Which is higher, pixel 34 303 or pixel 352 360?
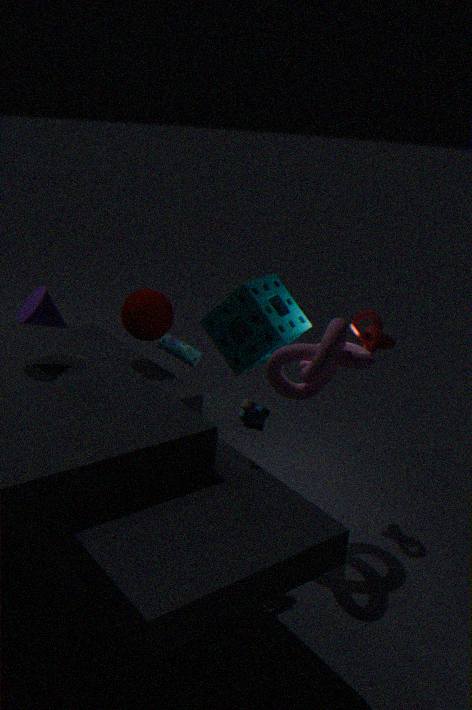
pixel 34 303
